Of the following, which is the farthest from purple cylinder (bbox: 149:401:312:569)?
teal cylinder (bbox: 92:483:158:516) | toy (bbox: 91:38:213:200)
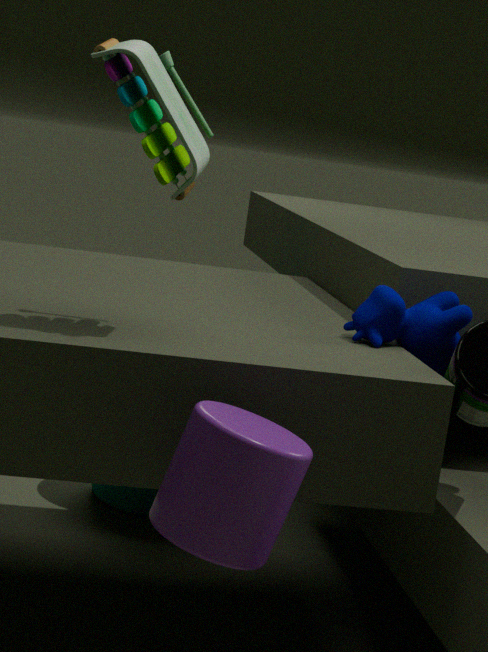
teal cylinder (bbox: 92:483:158:516)
